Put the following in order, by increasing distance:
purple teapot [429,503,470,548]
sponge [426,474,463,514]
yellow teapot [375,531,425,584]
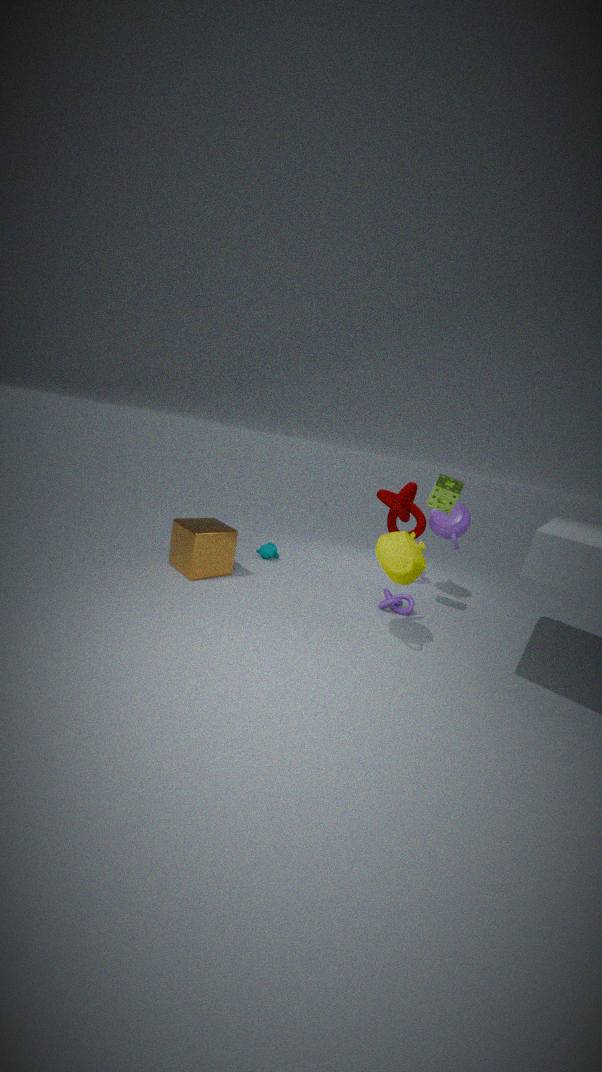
1. yellow teapot [375,531,425,584]
2. sponge [426,474,463,514]
3. purple teapot [429,503,470,548]
